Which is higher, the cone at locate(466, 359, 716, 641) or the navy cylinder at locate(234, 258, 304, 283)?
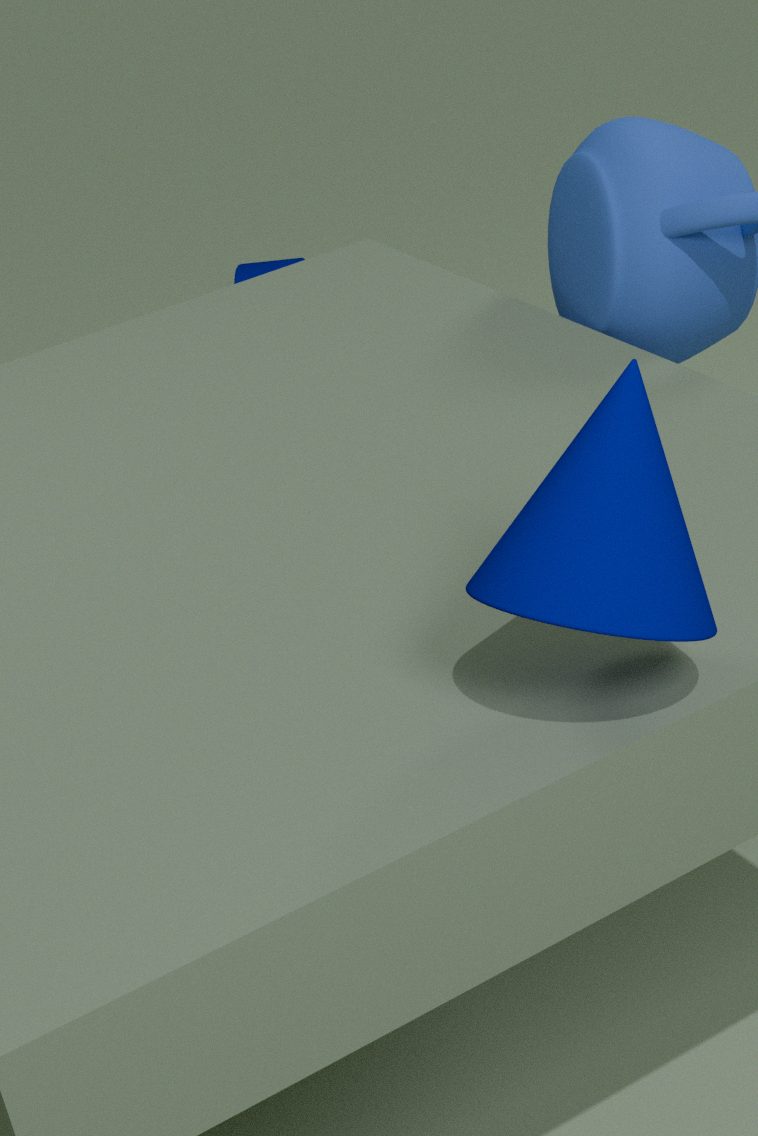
the cone at locate(466, 359, 716, 641)
